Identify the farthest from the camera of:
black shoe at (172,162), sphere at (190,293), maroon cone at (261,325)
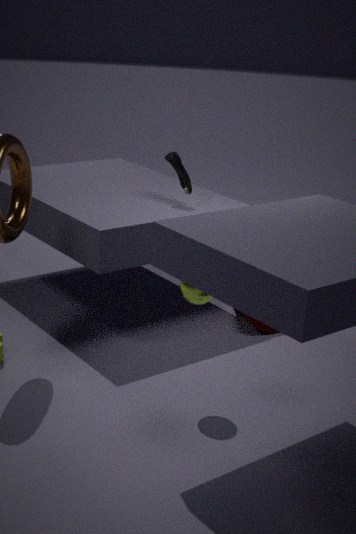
maroon cone at (261,325)
